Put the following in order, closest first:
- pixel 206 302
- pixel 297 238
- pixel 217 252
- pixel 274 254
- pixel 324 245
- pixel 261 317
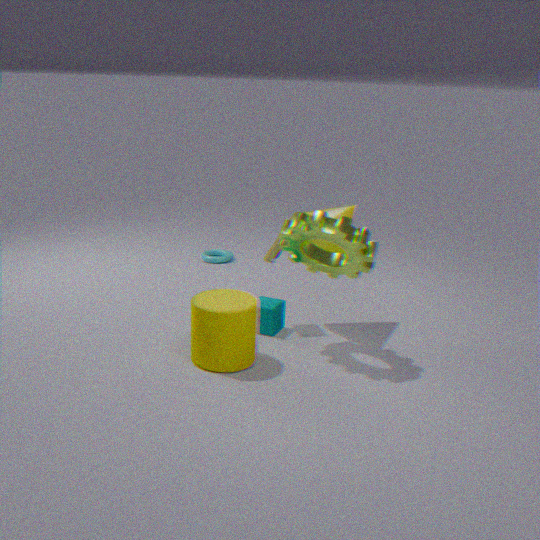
1. pixel 206 302
2. pixel 297 238
3. pixel 324 245
4. pixel 274 254
5. pixel 261 317
6. pixel 217 252
